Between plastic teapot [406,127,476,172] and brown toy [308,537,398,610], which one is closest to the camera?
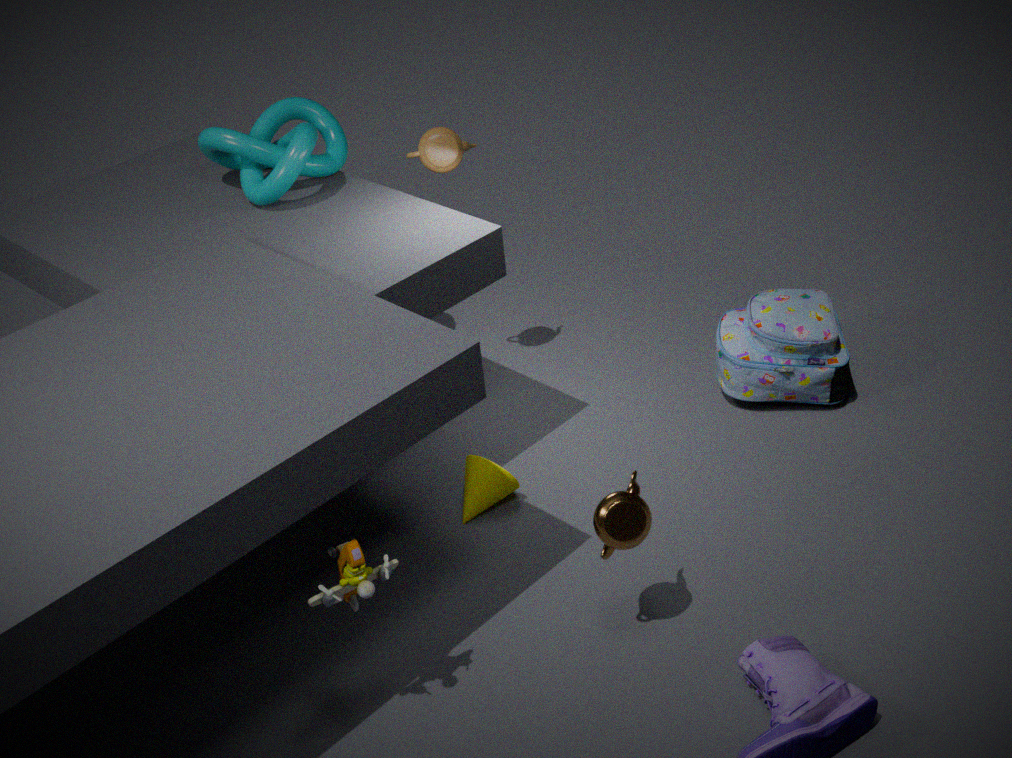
brown toy [308,537,398,610]
